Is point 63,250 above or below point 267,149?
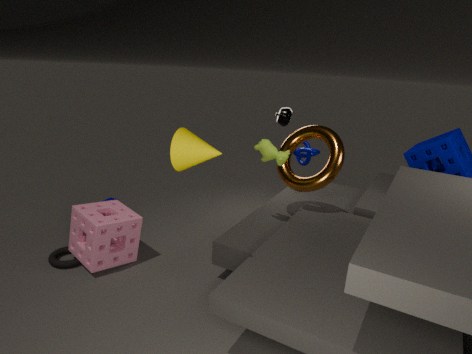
below
